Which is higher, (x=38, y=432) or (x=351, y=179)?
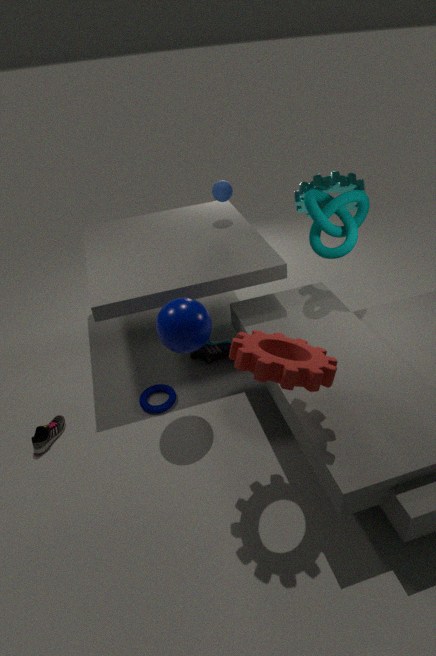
(x=351, y=179)
